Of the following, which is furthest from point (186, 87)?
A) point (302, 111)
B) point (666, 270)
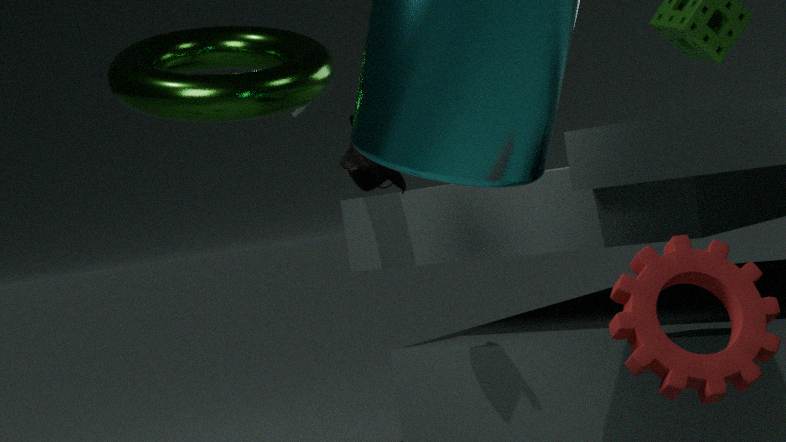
point (666, 270)
